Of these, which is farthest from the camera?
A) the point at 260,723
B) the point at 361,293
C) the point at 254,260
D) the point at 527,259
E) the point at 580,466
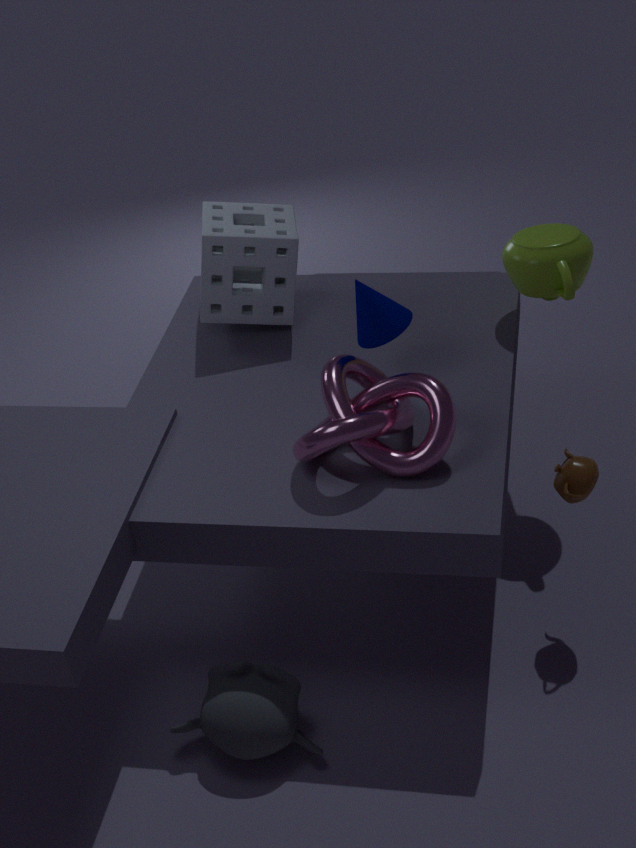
the point at 254,260
